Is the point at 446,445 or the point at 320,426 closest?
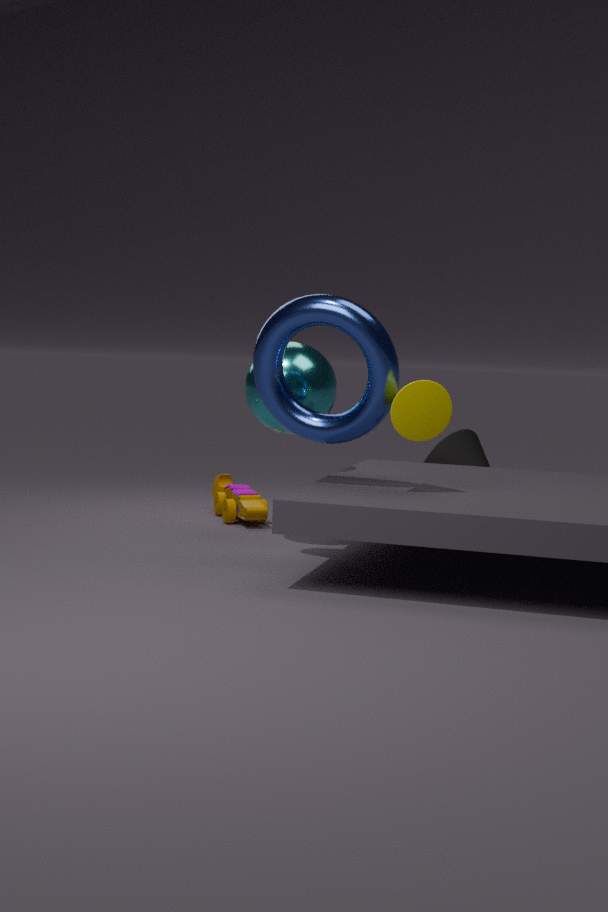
Answer: the point at 320,426
